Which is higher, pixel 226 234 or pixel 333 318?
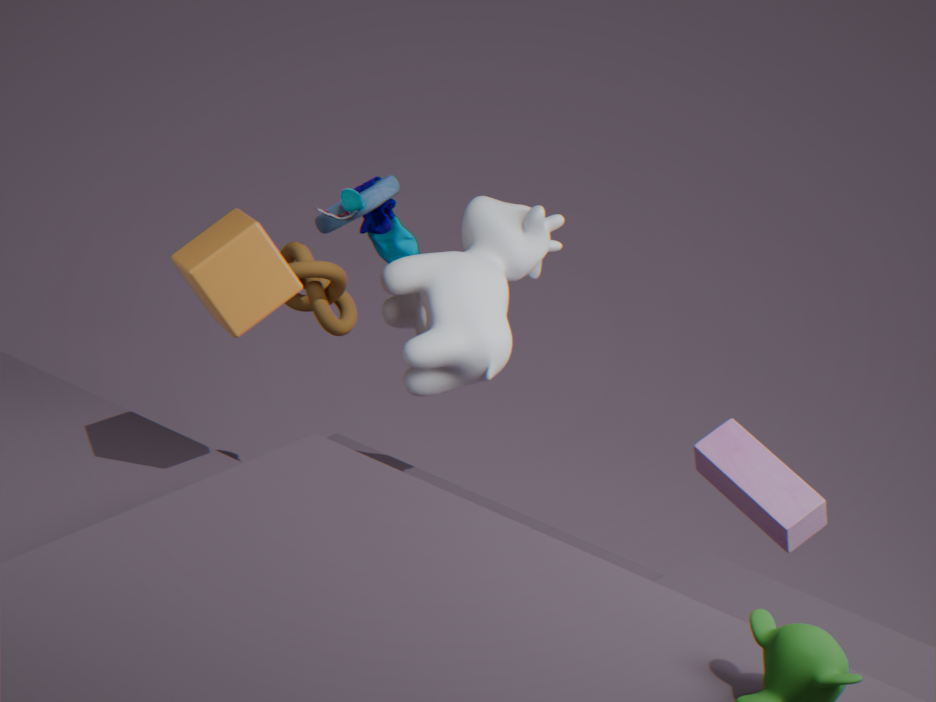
pixel 226 234
